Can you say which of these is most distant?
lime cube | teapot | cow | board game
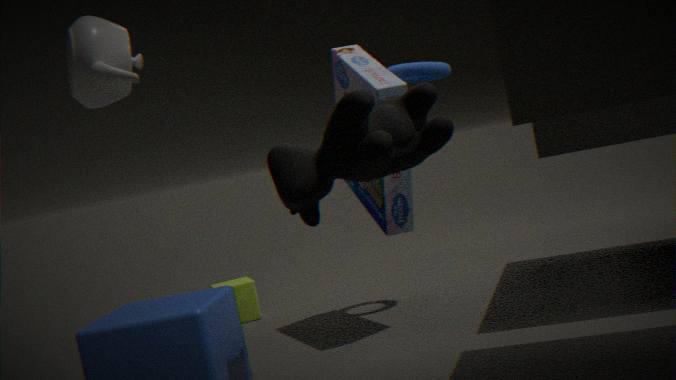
lime cube
